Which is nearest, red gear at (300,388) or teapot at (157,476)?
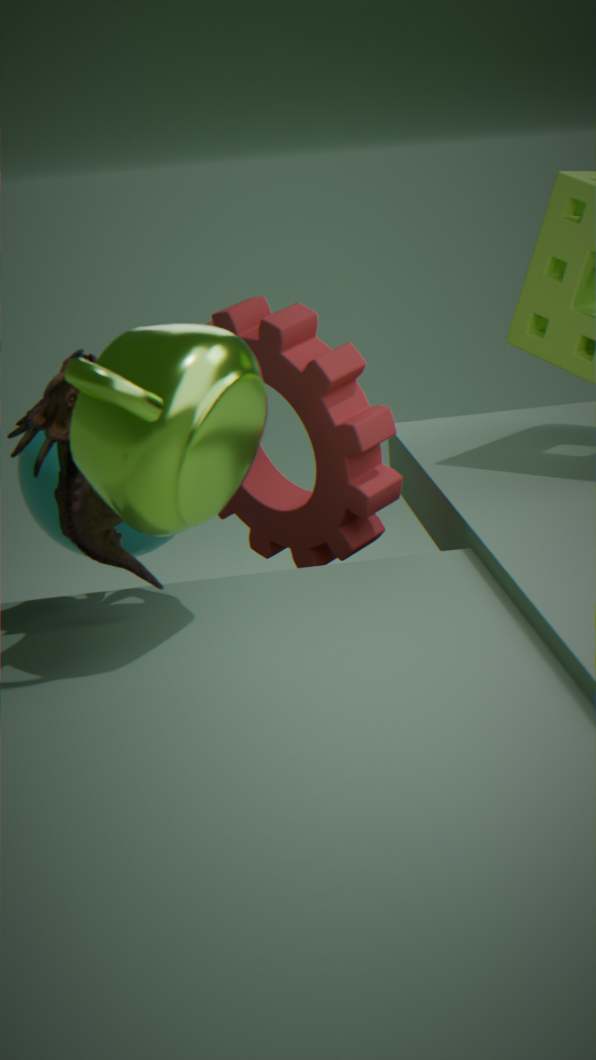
teapot at (157,476)
